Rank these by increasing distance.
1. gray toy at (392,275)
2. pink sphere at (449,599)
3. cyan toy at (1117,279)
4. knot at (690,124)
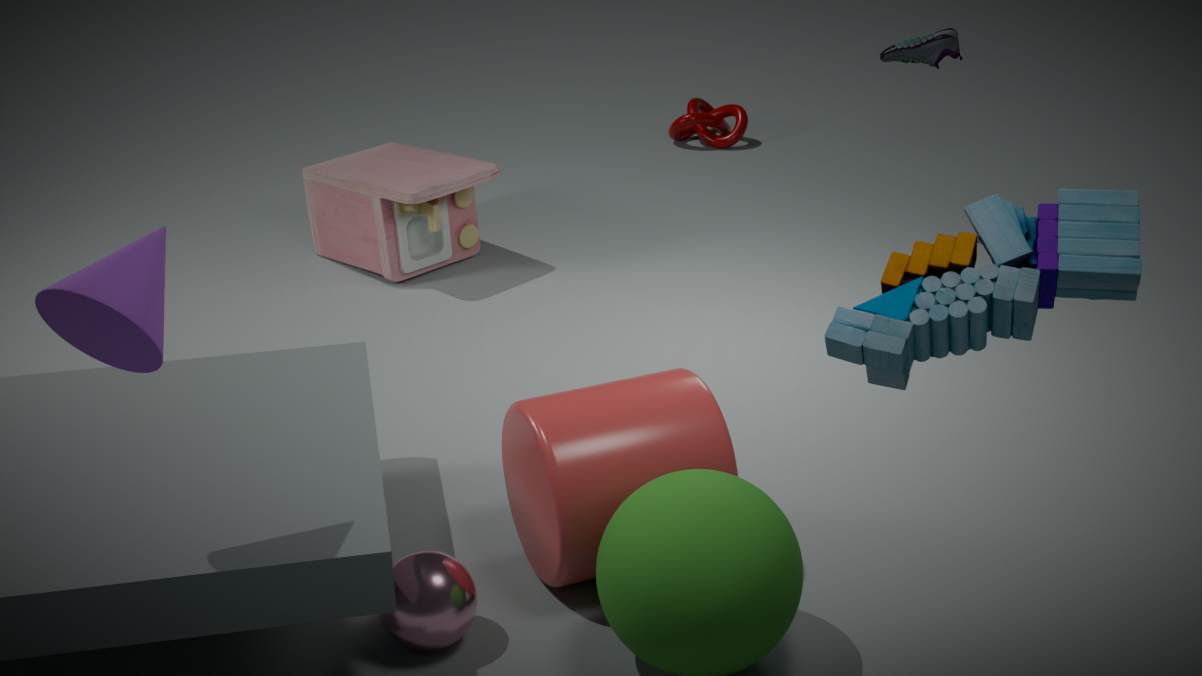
cyan toy at (1117,279) < pink sphere at (449,599) < gray toy at (392,275) < knot at (690,124)
